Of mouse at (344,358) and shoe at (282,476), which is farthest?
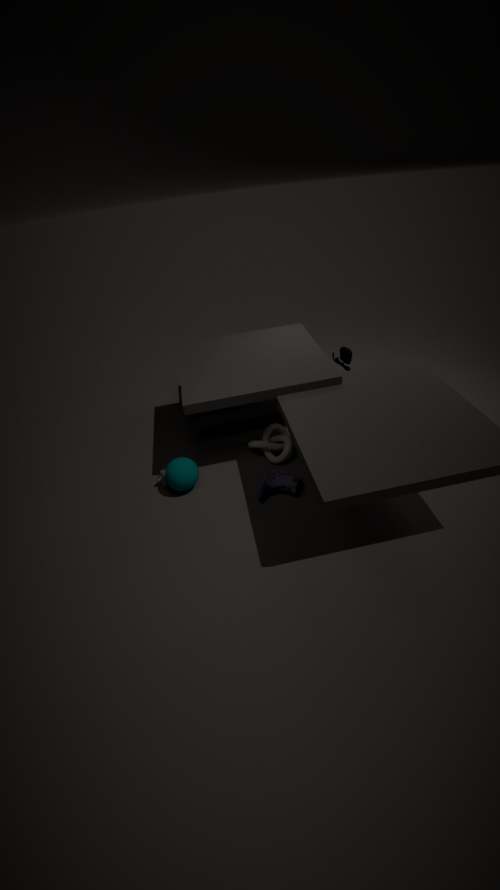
mouse at (344,358)
